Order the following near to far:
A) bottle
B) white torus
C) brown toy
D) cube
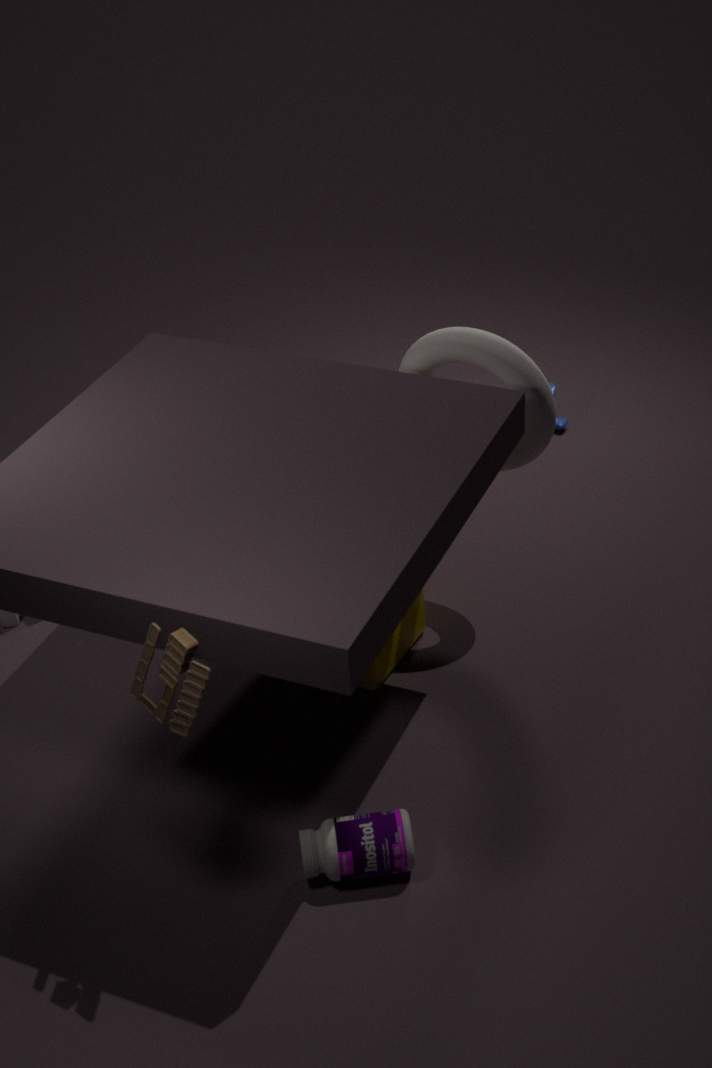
brown toy < bottle < white torus < cube
